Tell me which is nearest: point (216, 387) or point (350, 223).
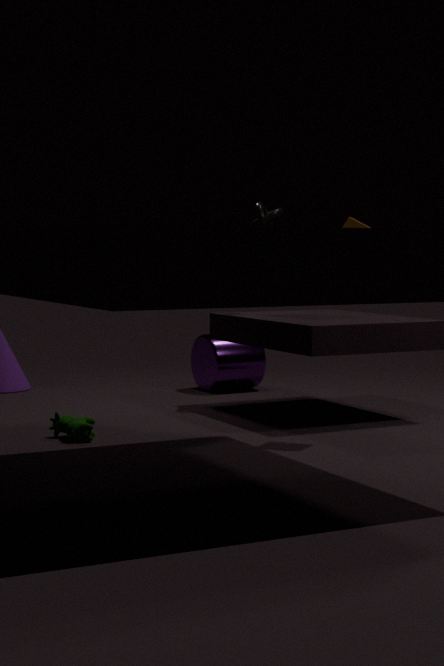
point (350, 223)
